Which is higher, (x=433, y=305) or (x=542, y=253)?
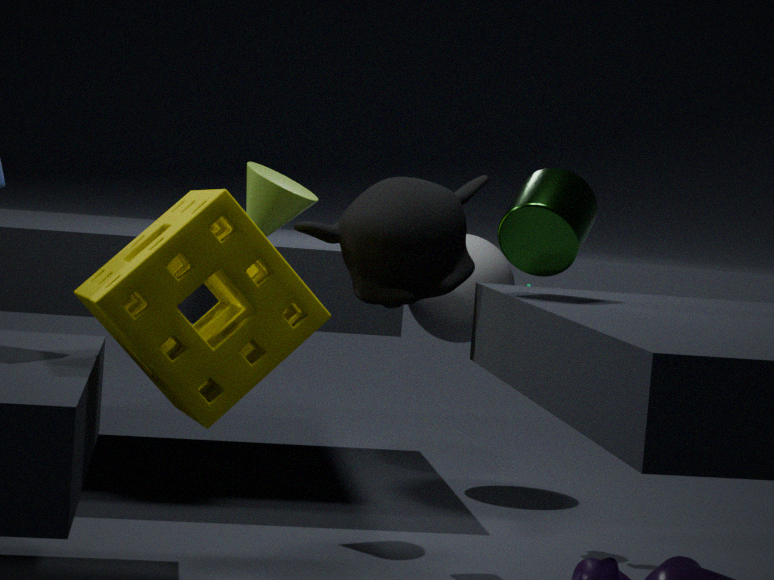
(x=542, y=253)
